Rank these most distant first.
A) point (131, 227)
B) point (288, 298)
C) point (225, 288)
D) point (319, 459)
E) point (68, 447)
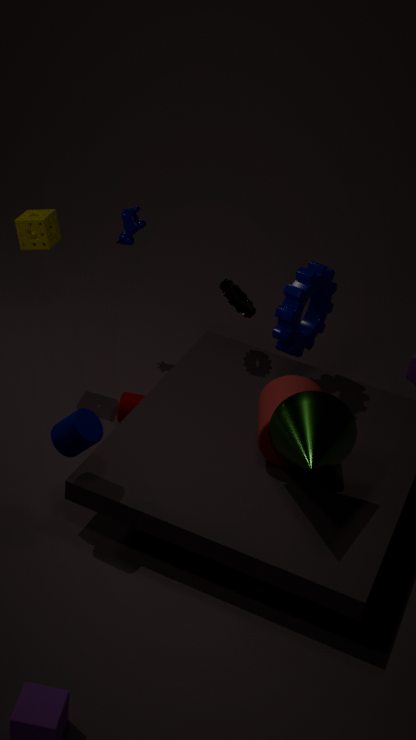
1. point (131, 227)
2. point (225, 288)
3. point (288, 298)
4. point (68, 447)
5. point (319, 459)
